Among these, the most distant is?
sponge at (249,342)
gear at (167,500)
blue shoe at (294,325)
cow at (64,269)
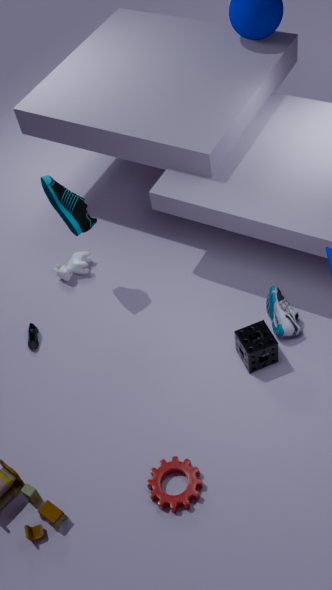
cow at (64,269)
